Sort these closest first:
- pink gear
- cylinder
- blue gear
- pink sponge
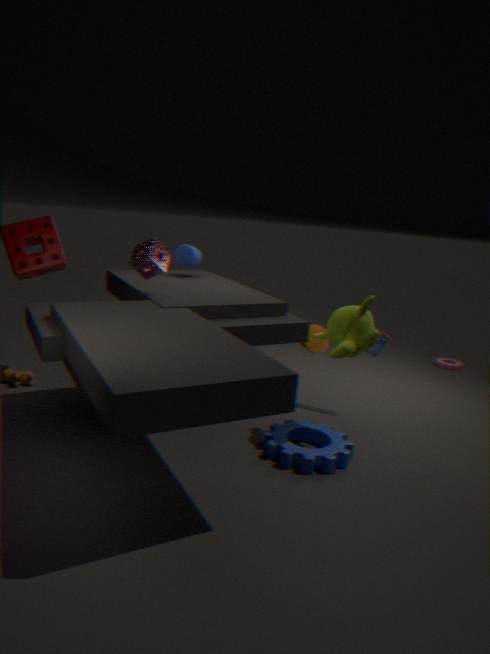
blue gear < pink sponge < cylinder < pink gear
